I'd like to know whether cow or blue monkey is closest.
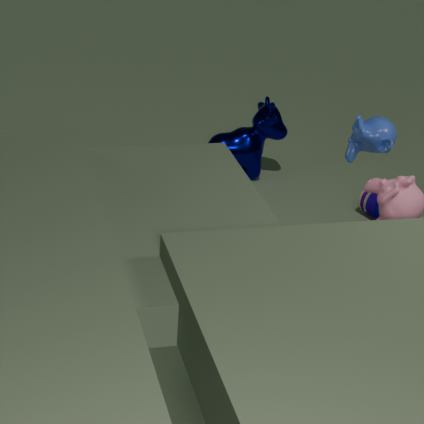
blue monkey
